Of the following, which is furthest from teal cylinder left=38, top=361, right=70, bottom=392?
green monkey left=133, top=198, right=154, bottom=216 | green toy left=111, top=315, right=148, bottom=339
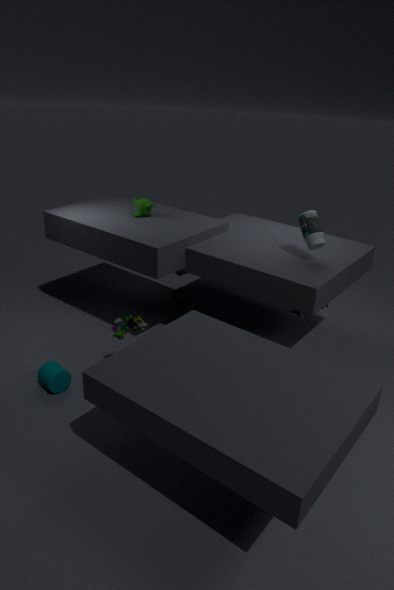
green monkey left=133, top=198, right=154, bottom=216
